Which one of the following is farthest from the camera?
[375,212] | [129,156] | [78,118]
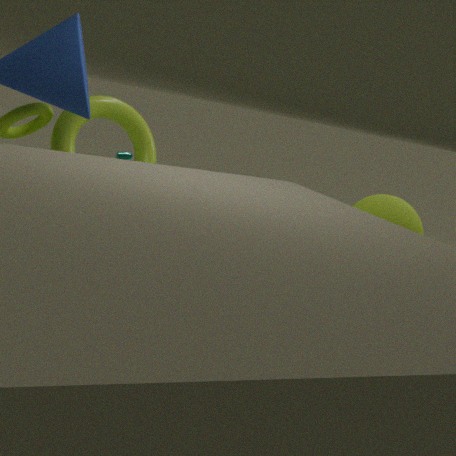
[78,118]
